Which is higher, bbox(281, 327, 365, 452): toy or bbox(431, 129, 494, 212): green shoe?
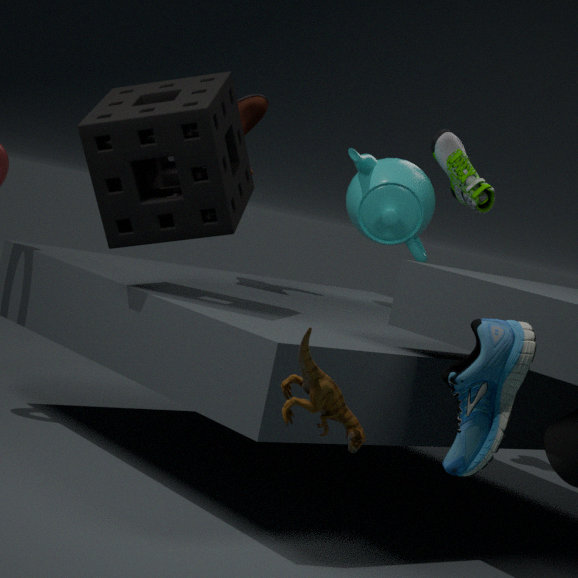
bbox(431, 129, 494, 212): green shoe
